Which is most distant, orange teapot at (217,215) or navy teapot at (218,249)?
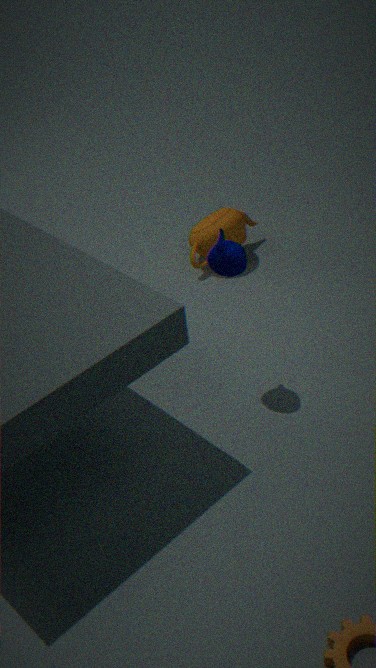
orange teapot at (217,215)
